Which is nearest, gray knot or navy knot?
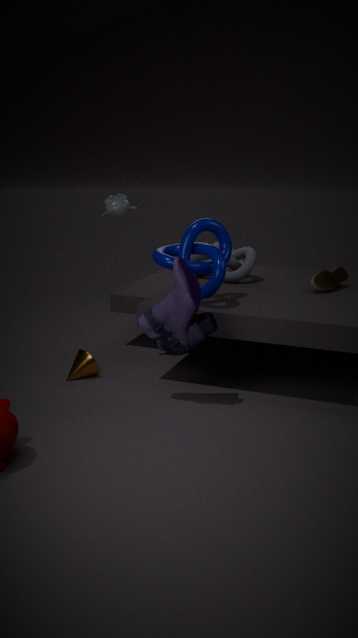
navy knot
